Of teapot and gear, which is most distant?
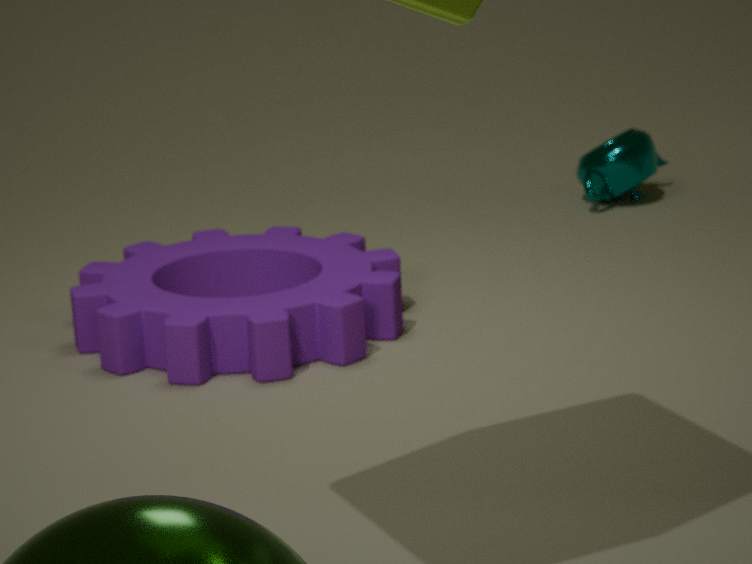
teapot
